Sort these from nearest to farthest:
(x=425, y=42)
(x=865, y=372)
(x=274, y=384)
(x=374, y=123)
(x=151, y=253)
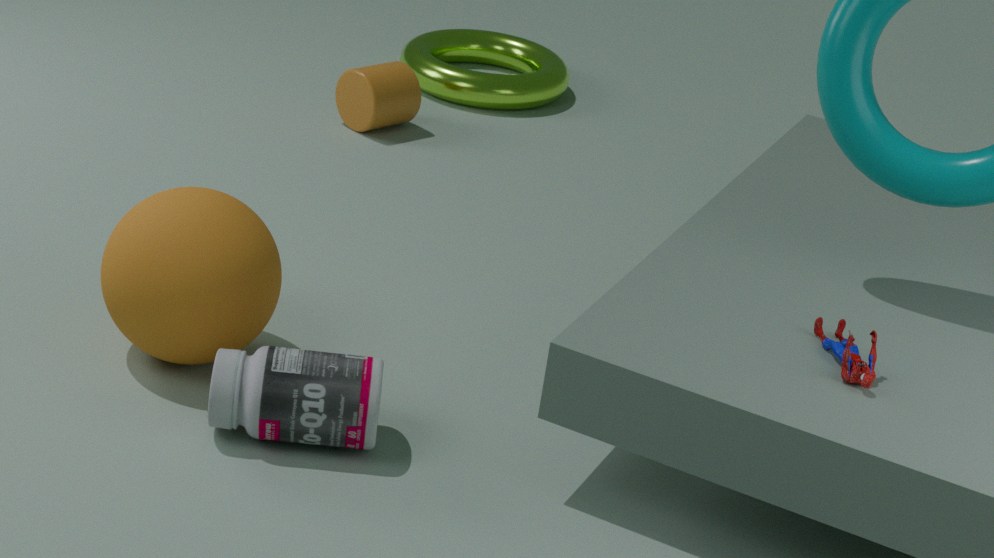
(x=865, y=372), (x=274, y=384), (x=151, y=253), (x=374, y=123), (x=425, y=42)
